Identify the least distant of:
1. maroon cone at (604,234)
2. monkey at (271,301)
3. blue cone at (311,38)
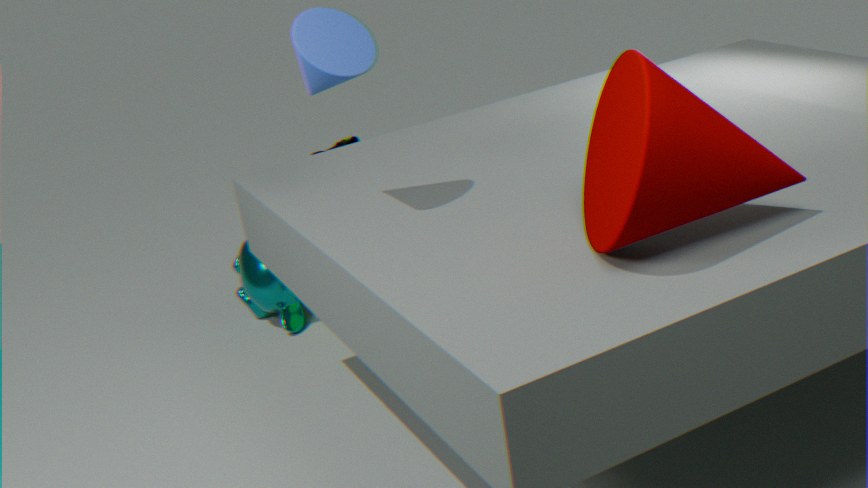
maroon cone at (604,234)
